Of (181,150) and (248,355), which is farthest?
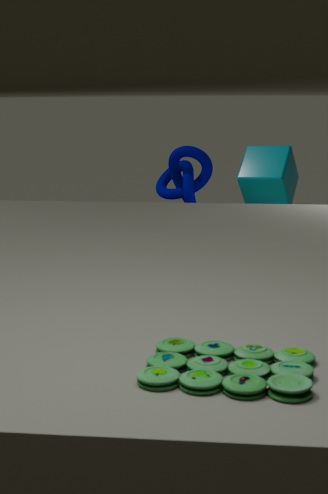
(181,150)
